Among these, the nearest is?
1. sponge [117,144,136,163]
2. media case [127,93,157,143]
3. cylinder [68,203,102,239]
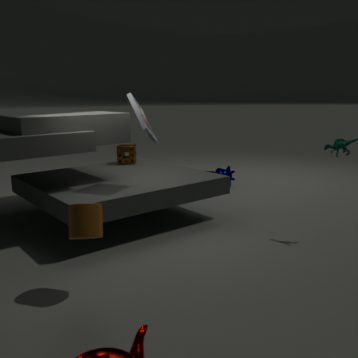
cylinder [68,203,102,239]
